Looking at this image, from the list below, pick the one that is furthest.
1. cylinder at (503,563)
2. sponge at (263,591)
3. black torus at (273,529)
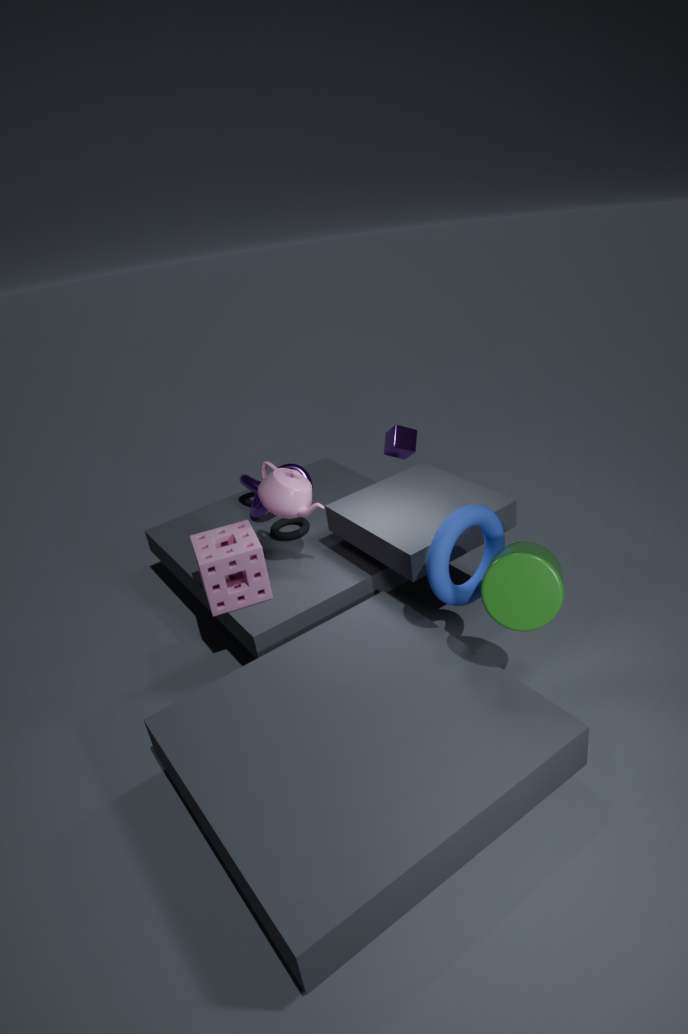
black torus at (273,529)
